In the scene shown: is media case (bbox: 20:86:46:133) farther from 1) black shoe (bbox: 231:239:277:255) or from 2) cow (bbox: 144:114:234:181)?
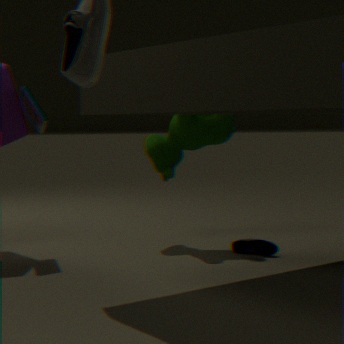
1) black shoe (bbox: 231:239:277:255)
